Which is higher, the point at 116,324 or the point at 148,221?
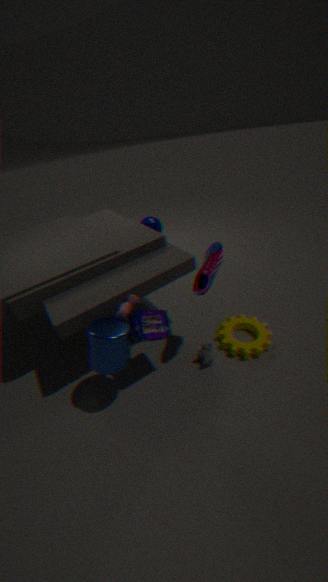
the point at 148,221
